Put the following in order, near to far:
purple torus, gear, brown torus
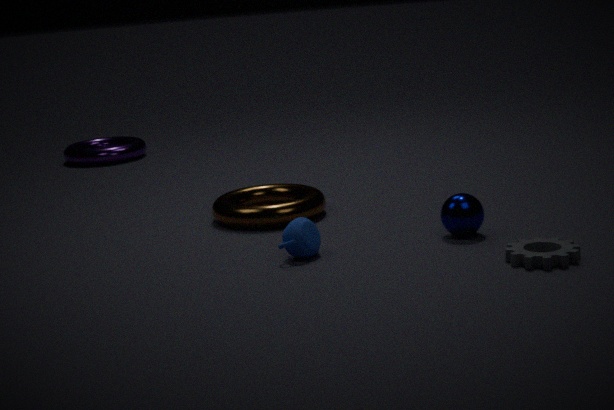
1. gear
2. brown torus
3. purple torus
